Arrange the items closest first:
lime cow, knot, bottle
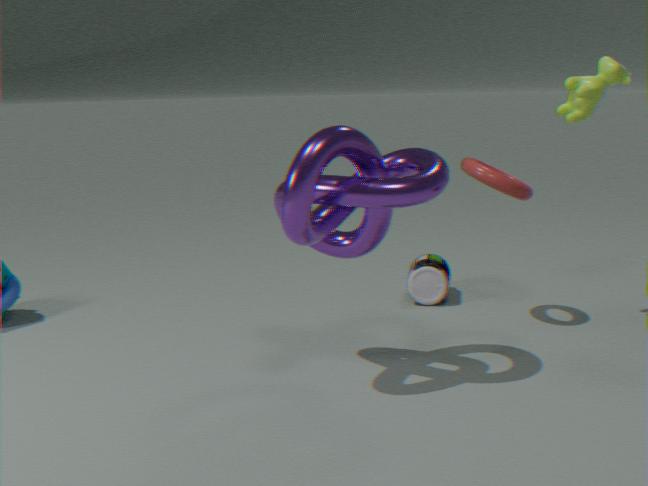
knot < lime cow < bottle
